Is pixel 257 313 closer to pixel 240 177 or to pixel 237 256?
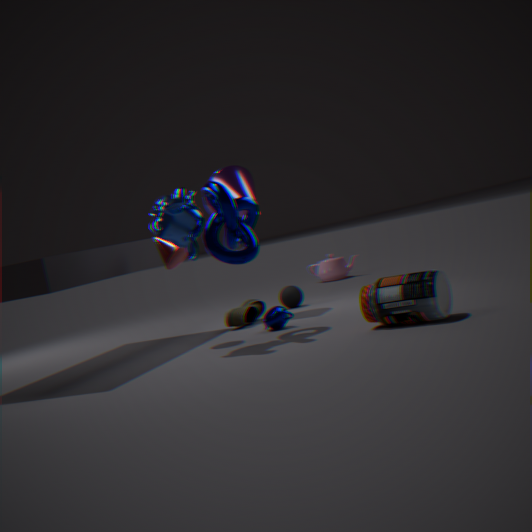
pixel 240 177
